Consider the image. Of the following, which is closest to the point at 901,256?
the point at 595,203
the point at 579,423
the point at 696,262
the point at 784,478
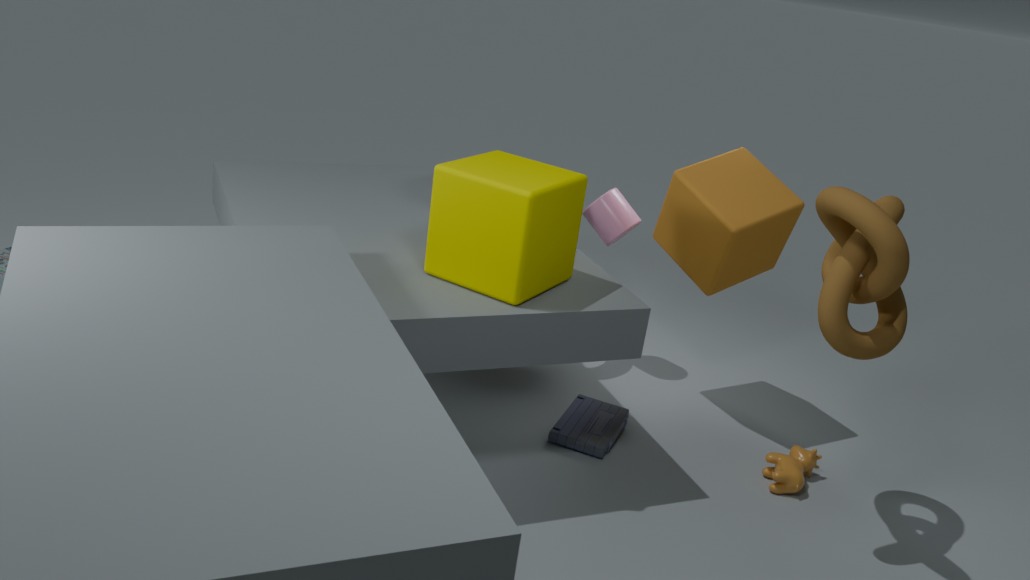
the point at 696,262
